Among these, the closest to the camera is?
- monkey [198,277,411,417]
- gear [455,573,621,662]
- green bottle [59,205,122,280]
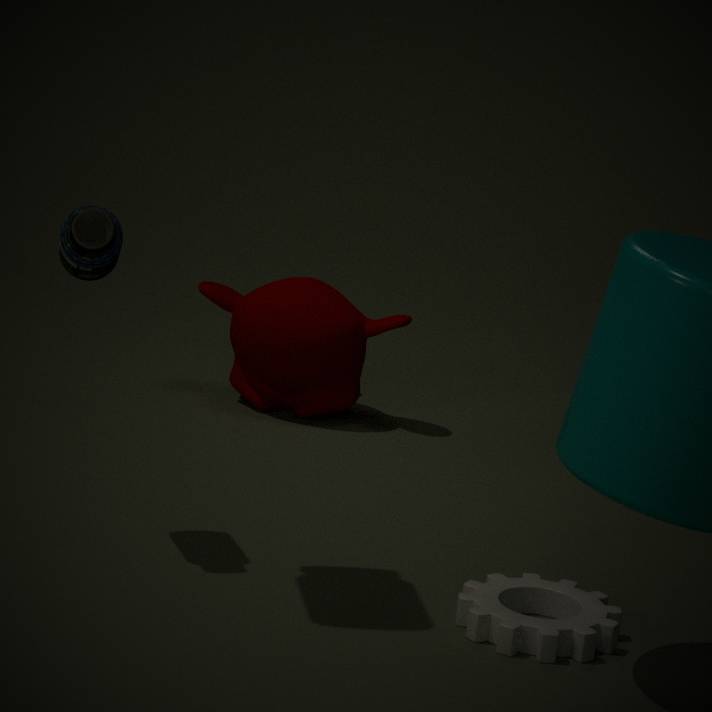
gear [455,573,621,662]
